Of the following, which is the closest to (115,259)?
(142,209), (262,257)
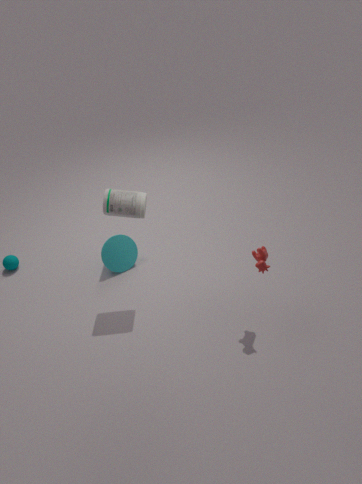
(142,209)
